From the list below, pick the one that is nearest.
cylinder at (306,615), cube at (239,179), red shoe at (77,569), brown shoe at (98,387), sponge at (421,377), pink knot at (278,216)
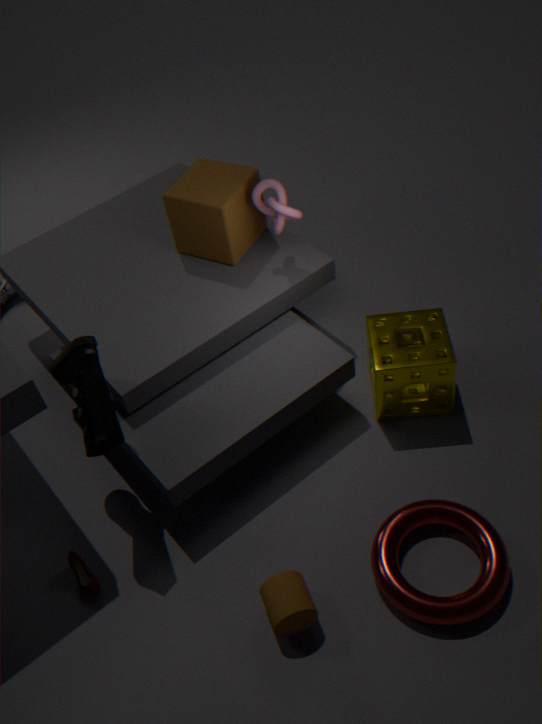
cylinder at (306,615)
